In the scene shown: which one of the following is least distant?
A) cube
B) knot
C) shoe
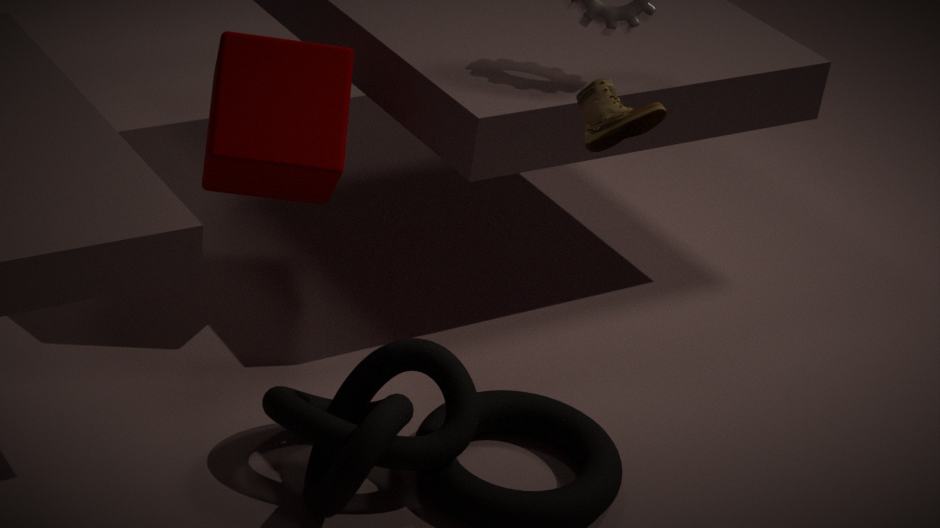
knot
